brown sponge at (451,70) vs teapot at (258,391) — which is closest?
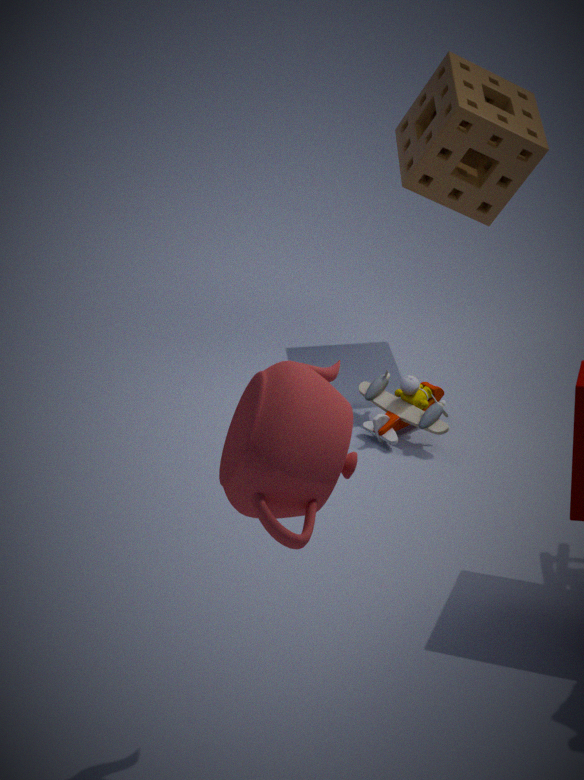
teapot at (258,391)
